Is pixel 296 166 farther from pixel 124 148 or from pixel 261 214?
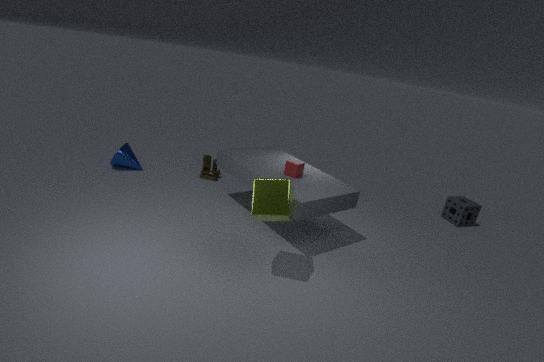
pixel 124 148
